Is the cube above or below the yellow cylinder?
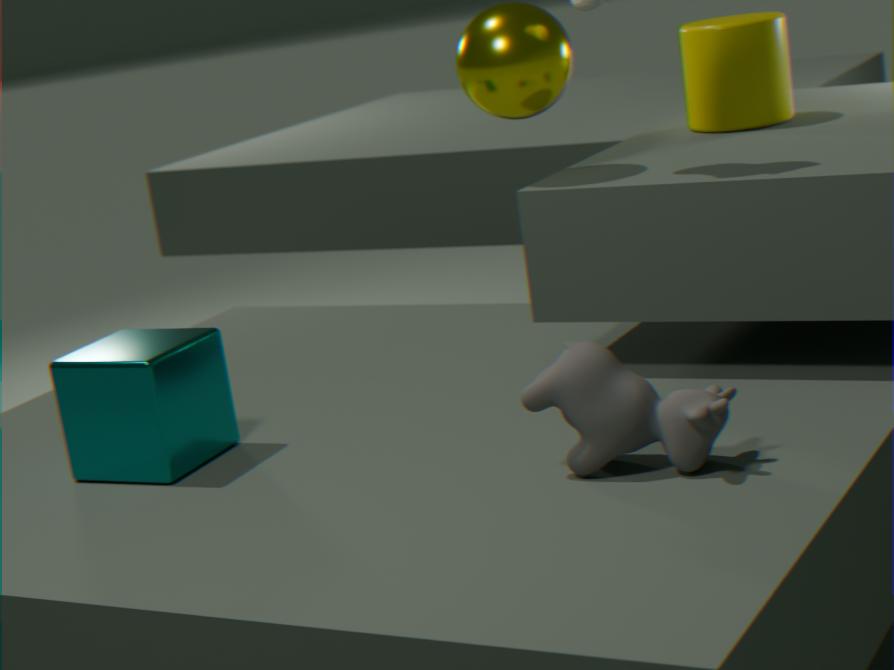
below
